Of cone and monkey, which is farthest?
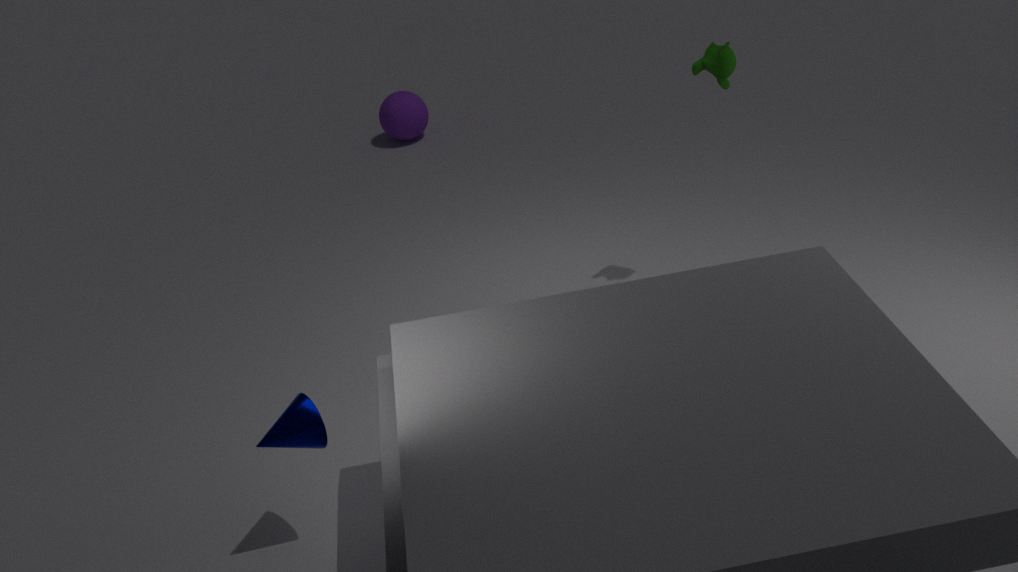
monkey
